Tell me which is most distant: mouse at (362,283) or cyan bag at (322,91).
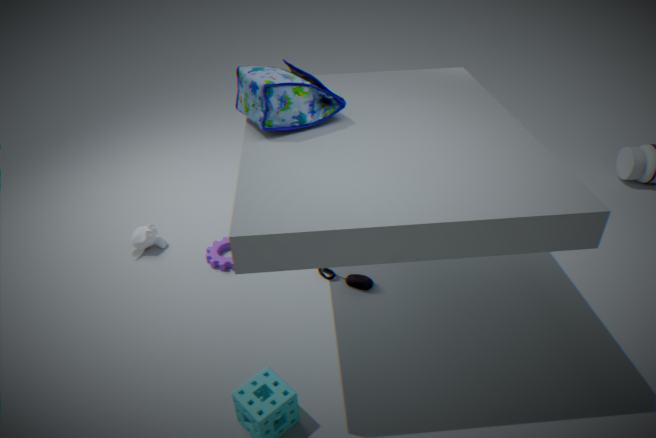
mouse at (362,283)
